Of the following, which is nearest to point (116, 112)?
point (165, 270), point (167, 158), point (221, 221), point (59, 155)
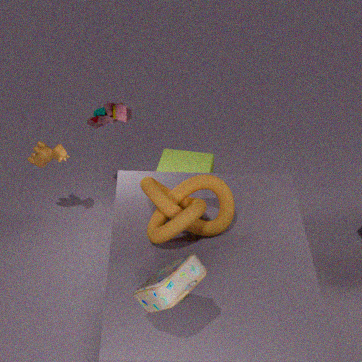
point (59, 155)
